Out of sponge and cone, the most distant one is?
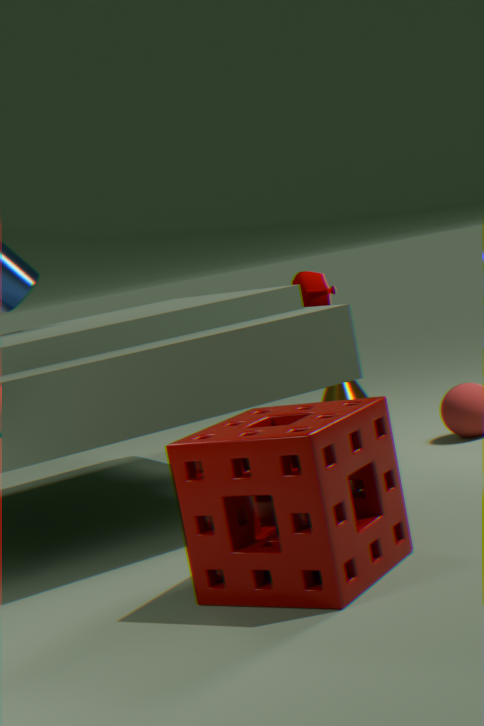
cone
